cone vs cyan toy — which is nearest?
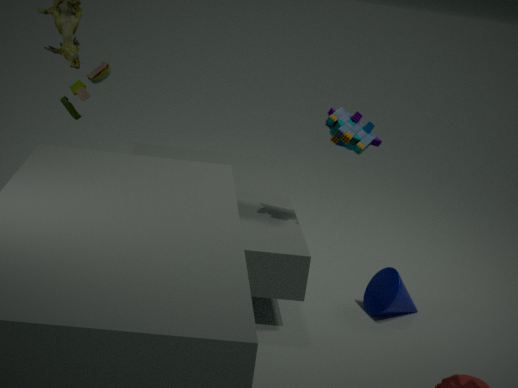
cyan toy
